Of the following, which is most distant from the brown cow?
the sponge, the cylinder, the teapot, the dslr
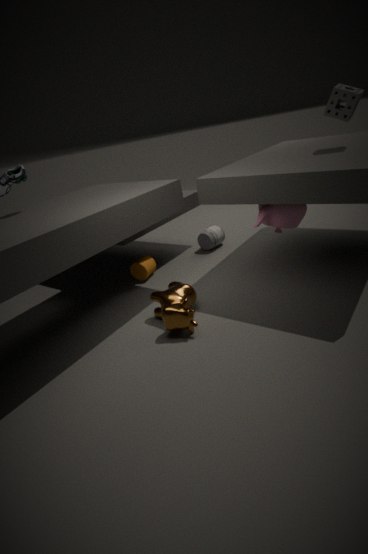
the sponge
